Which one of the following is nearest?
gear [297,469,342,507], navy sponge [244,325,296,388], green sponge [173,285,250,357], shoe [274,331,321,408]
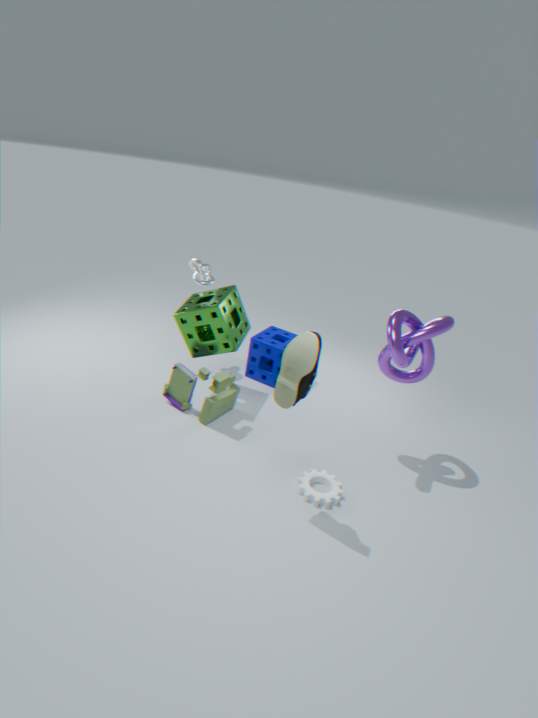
shoe [274,331,321,408]
